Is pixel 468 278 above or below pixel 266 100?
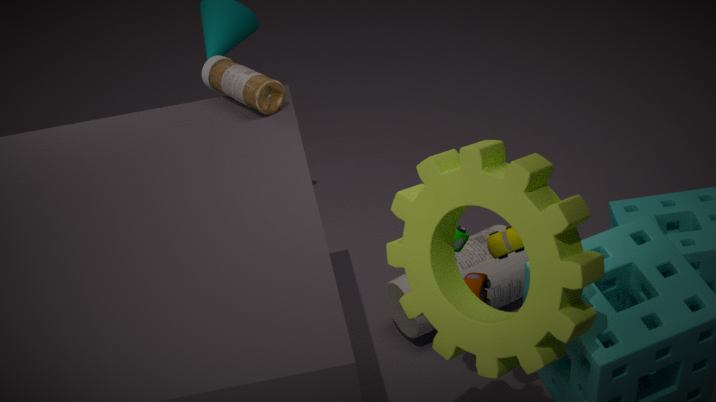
below
